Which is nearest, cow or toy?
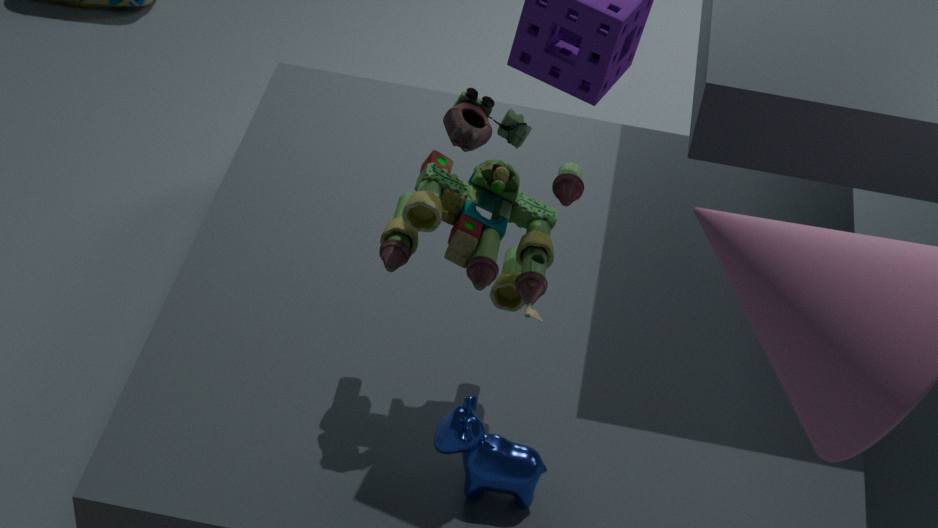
toy
